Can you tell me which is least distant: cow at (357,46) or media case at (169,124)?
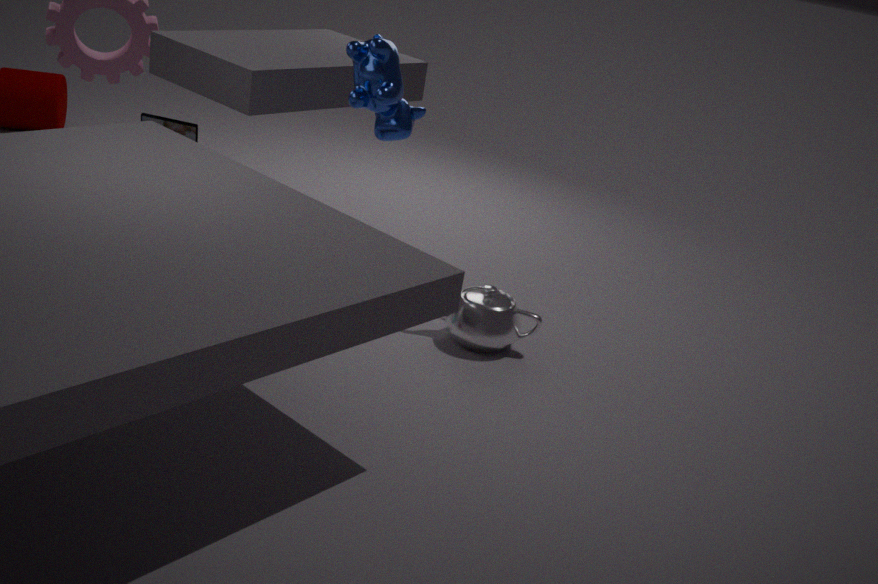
cow at (357,46)
